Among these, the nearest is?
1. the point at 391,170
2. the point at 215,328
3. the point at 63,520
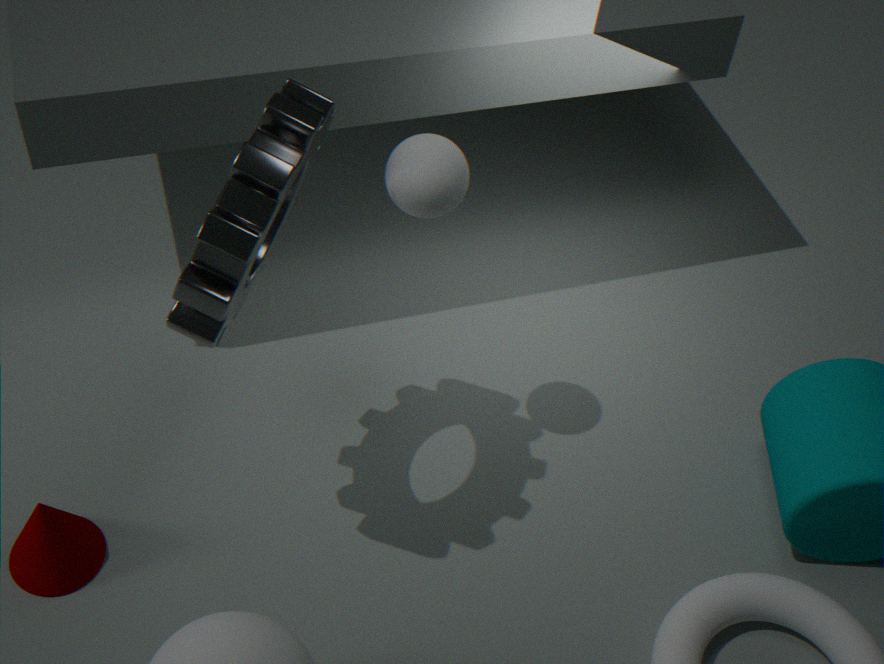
the point at 215,328
